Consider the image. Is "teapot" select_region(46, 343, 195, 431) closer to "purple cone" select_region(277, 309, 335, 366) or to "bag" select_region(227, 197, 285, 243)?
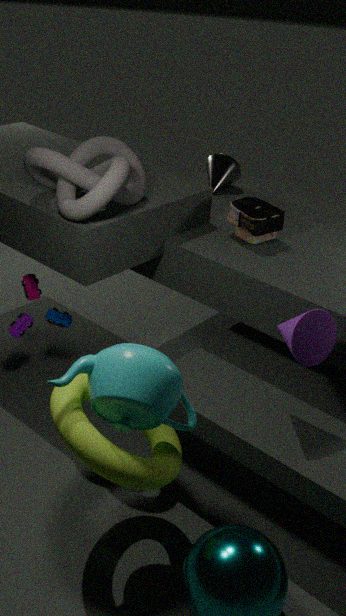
"purple cone" select_region(277, 309, 335, 366)
